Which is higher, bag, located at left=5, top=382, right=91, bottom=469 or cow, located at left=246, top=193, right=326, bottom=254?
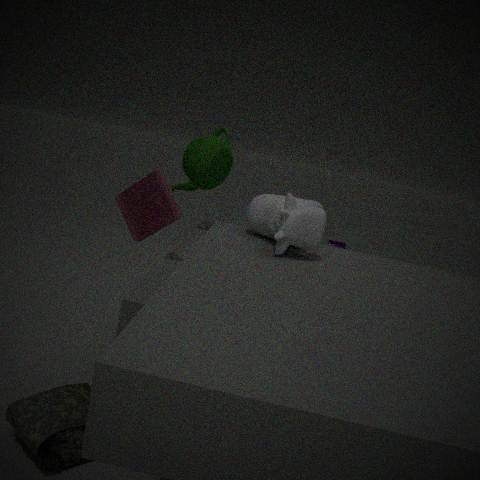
cow, located at left=246, top=193, right=326, bottom=254
